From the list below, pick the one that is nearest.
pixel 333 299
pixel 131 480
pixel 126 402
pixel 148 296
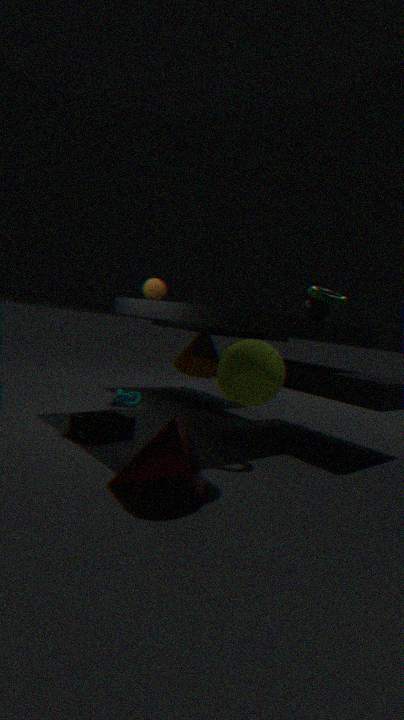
pixel 131 480
